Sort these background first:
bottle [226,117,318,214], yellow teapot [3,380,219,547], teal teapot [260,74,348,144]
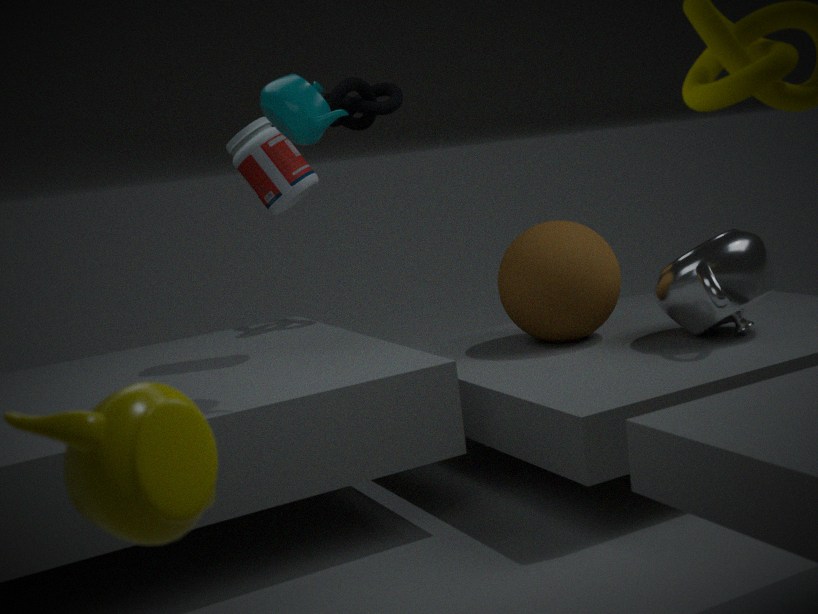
bottle [226,117,318,214] < teal teapot [260,74,348,144] < yellow teapot [3,380,219,547]
